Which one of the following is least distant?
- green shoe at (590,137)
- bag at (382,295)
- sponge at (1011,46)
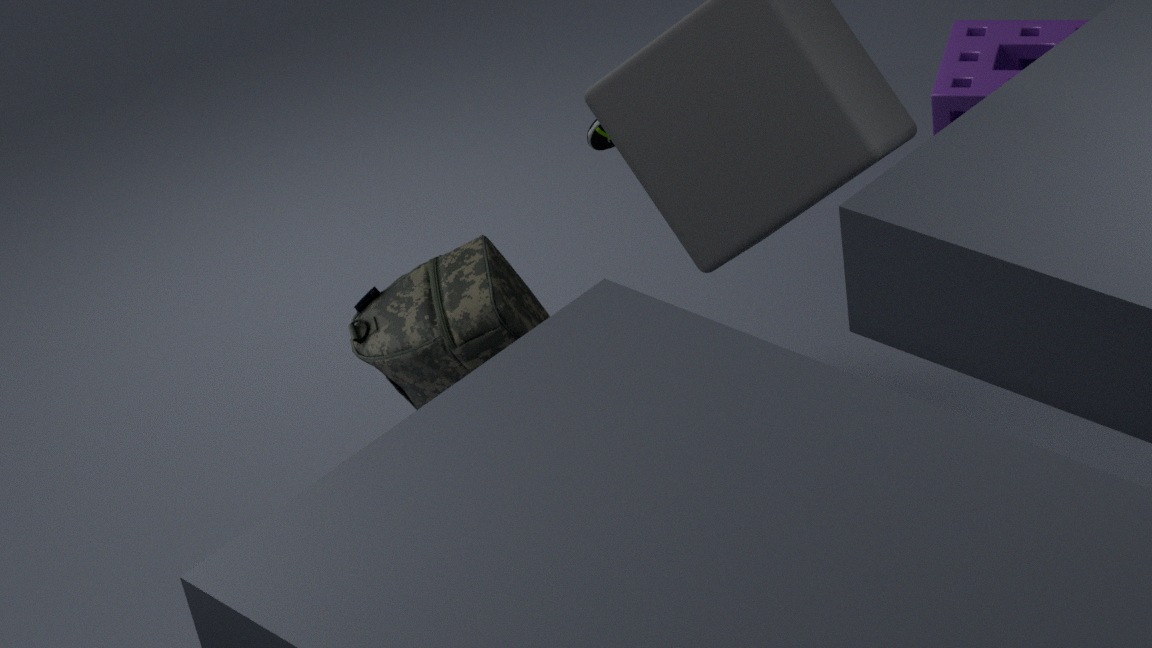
bag at (382,295)
